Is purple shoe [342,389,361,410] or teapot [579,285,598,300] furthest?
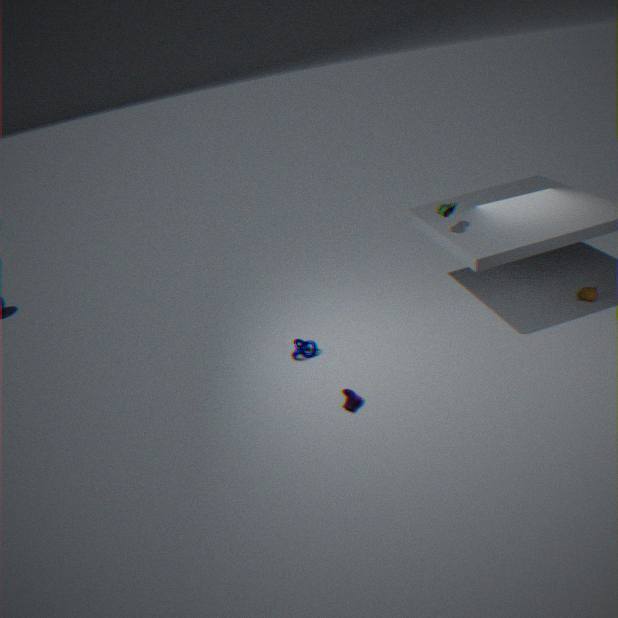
teapot [579,285,598,300]
